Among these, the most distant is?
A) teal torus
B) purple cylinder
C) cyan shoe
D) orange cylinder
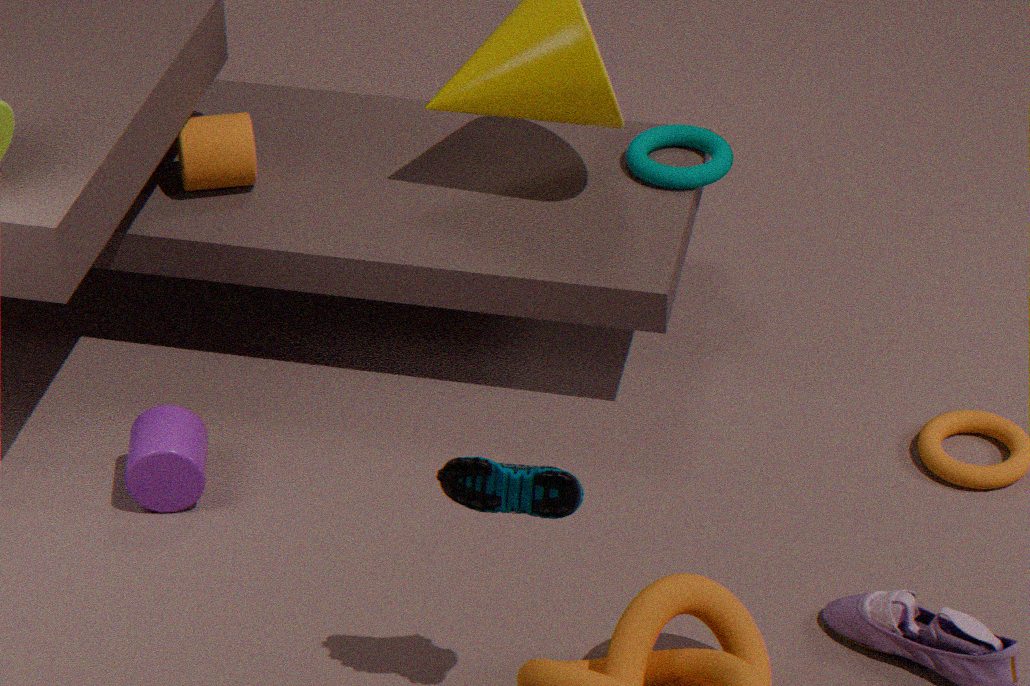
teal torus
